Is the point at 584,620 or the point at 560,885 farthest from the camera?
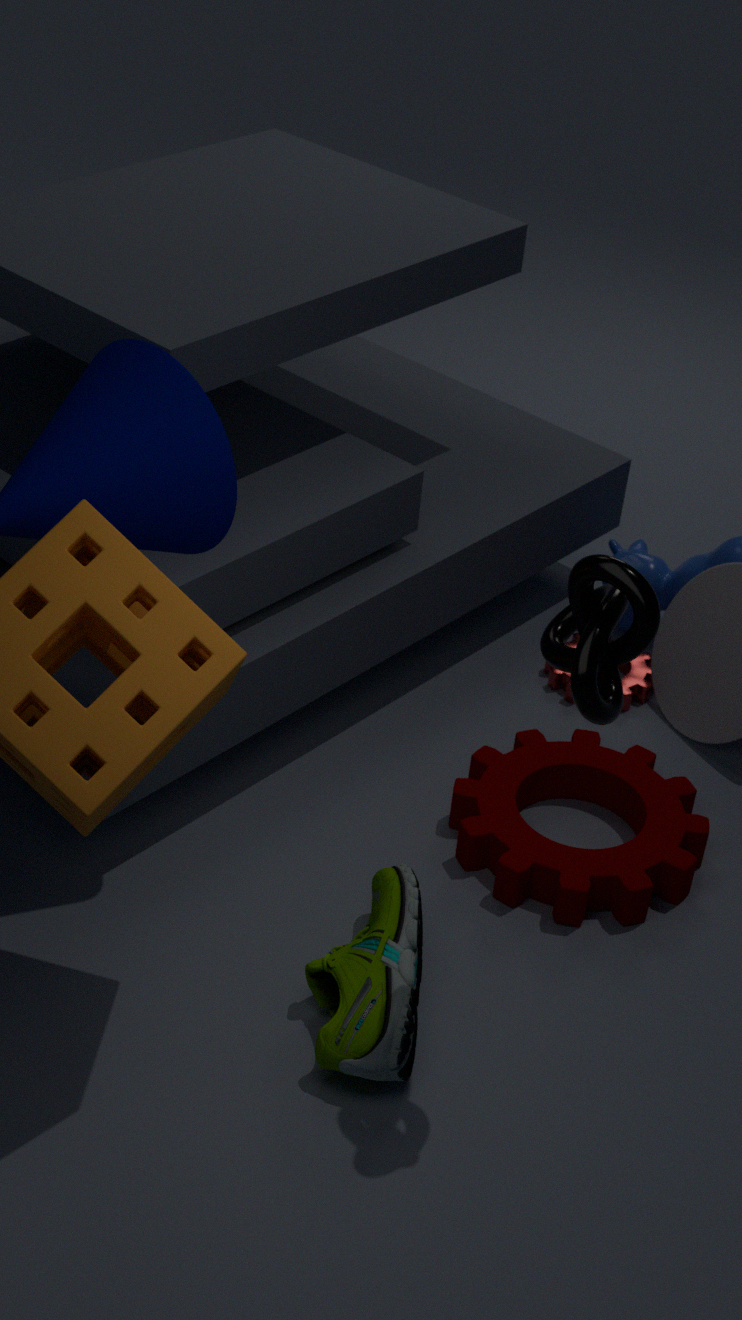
the point at 560,885
